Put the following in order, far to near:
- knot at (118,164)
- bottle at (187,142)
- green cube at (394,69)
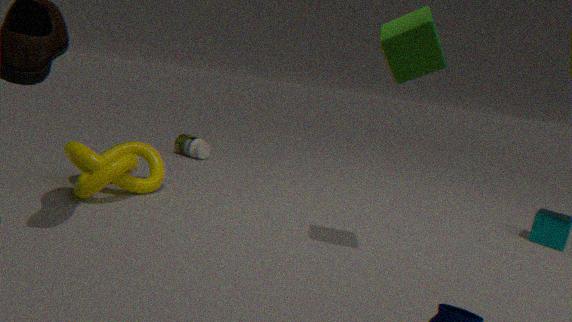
bottle at (187,142) → knot at (118,164) → green cube at (394,69)
